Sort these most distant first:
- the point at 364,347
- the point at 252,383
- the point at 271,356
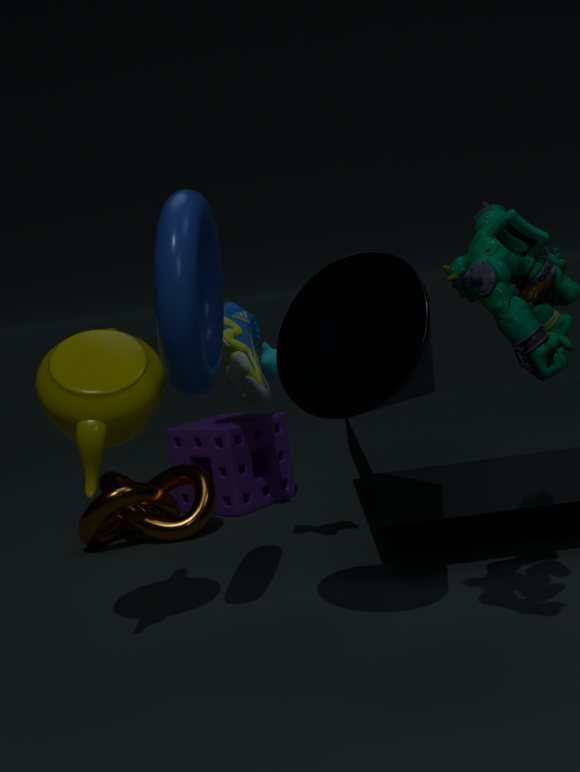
the point at 252,383, the point at 271,356, the point at 364,347
